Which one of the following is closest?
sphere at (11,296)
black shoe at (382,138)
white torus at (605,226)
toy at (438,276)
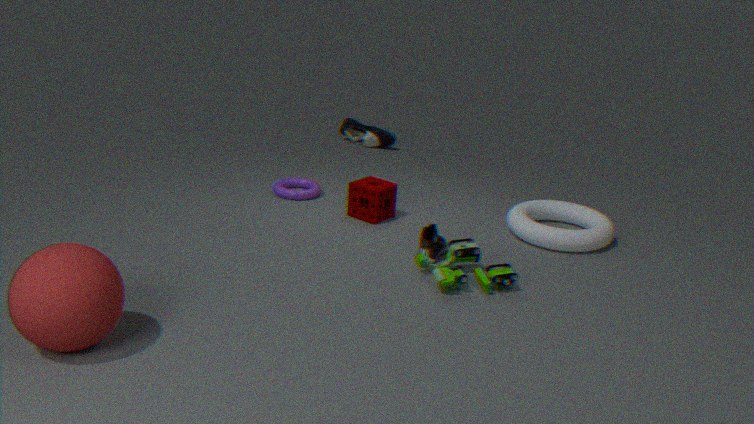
sphere at (11,296)
